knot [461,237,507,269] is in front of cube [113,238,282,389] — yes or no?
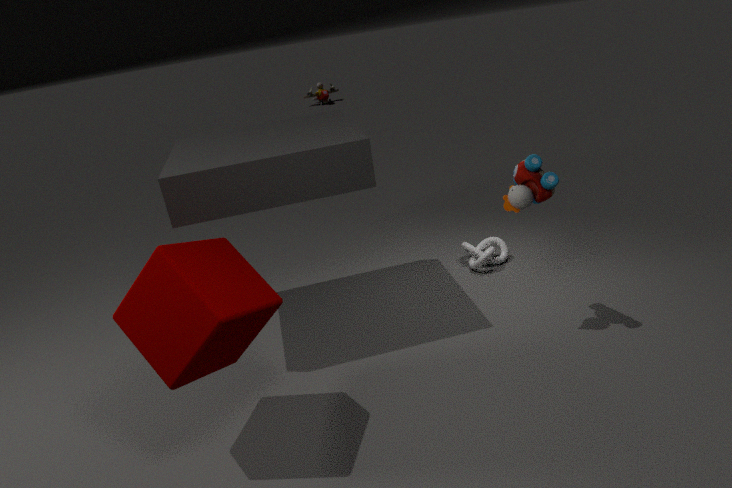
No
